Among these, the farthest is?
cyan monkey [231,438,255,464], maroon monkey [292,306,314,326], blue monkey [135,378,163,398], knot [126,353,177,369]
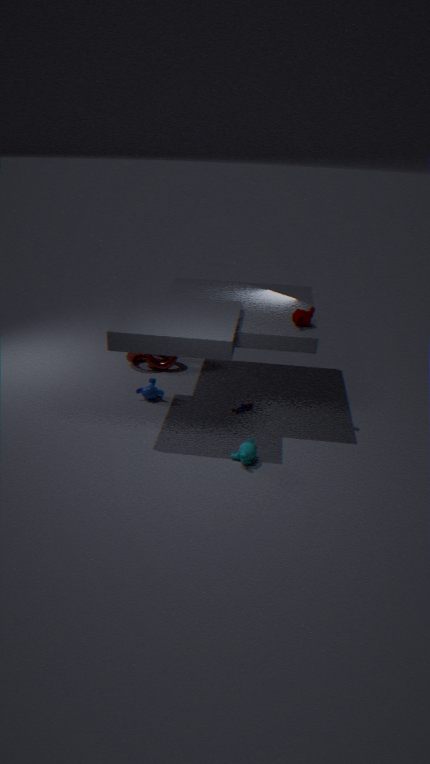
knot [126,353,177,369]
